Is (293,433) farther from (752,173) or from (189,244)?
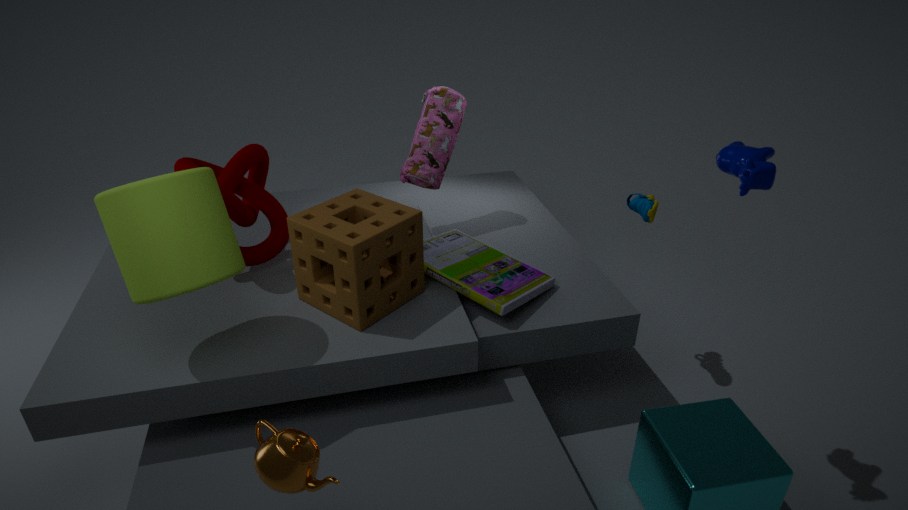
(752,173)
